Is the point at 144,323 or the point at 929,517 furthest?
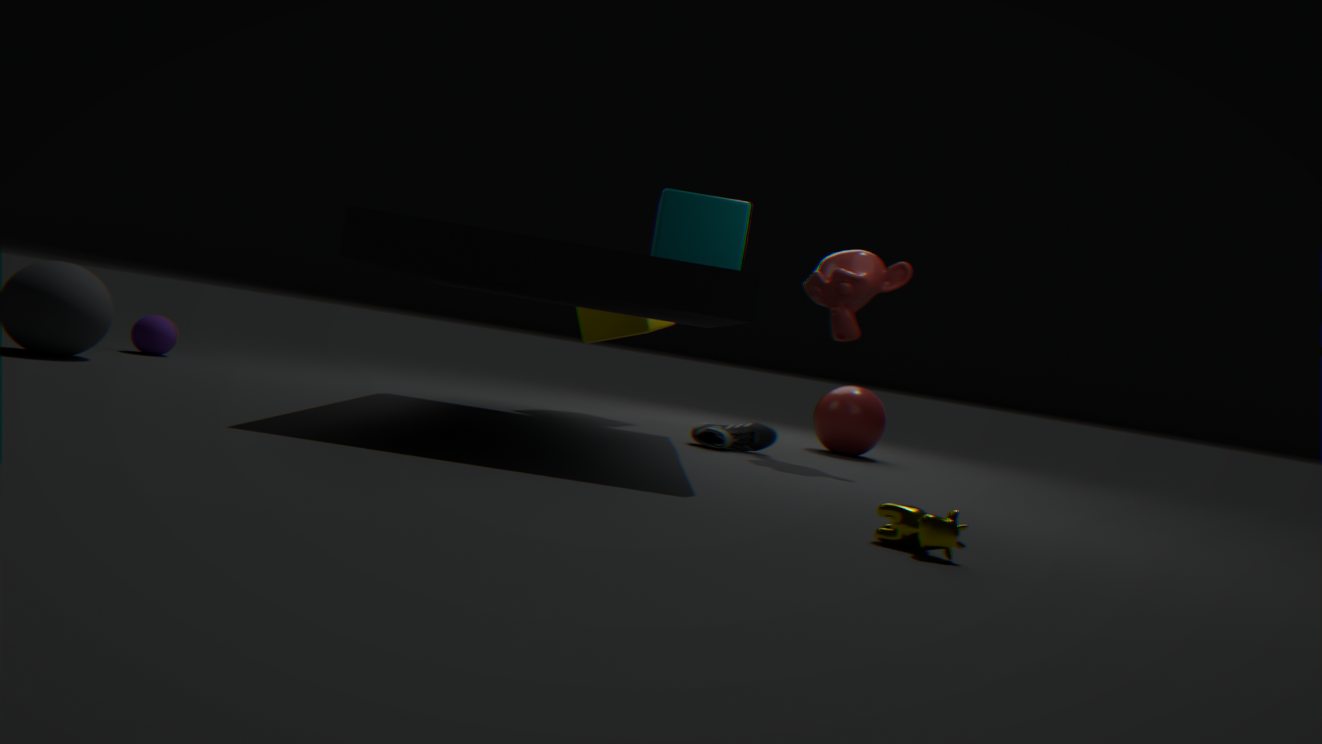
the point at 144,323
